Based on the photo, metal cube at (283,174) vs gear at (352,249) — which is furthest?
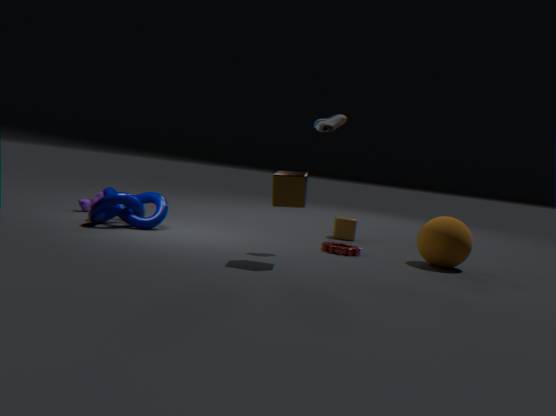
gear at (352,249)
